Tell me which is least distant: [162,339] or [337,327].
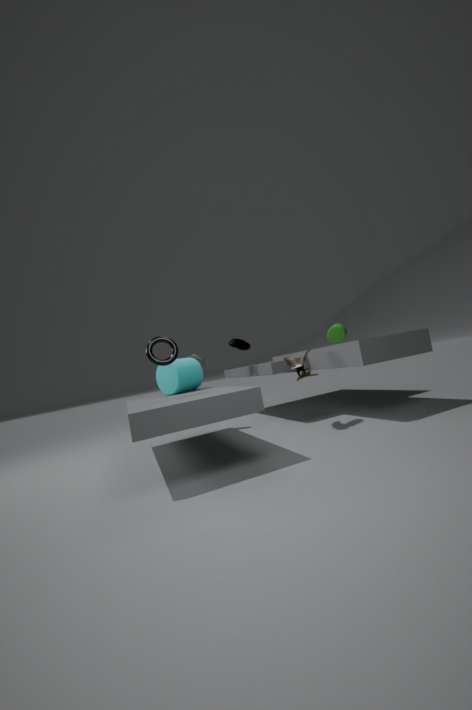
[162,339]
